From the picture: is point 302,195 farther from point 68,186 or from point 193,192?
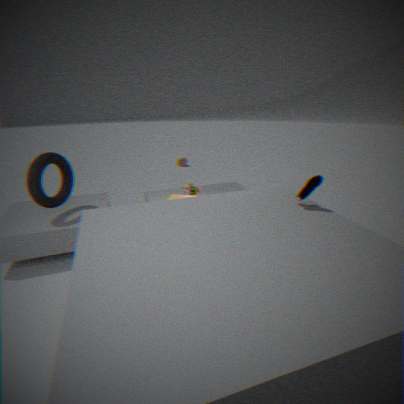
point 68,186
